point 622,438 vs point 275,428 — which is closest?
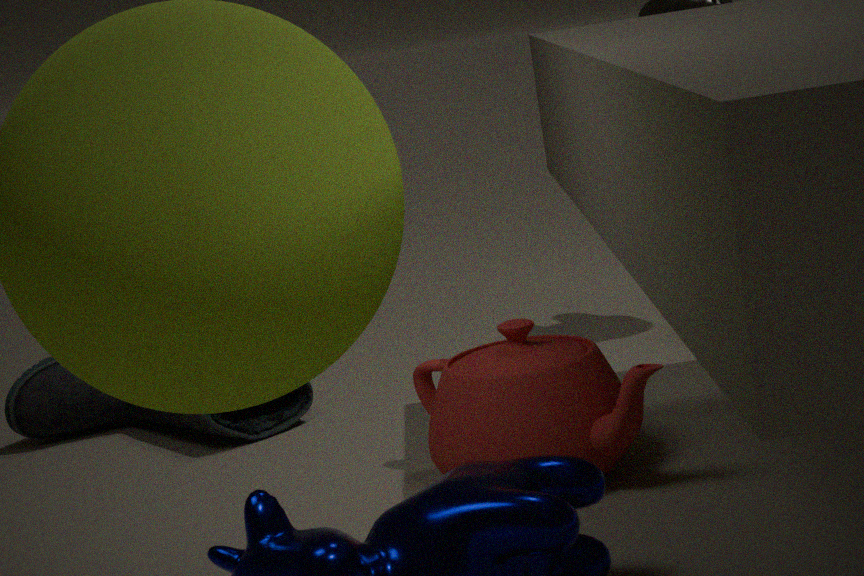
point 622,438
